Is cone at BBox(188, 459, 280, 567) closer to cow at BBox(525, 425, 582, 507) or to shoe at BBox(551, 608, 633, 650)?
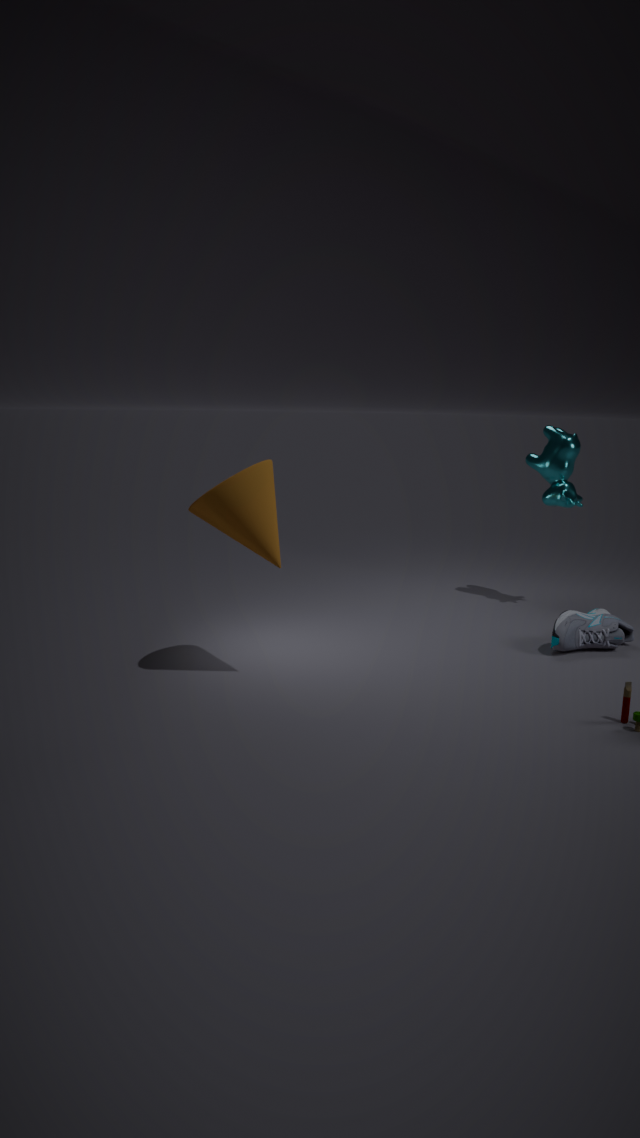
shoe at BBox(551, 608, 633, 650)
